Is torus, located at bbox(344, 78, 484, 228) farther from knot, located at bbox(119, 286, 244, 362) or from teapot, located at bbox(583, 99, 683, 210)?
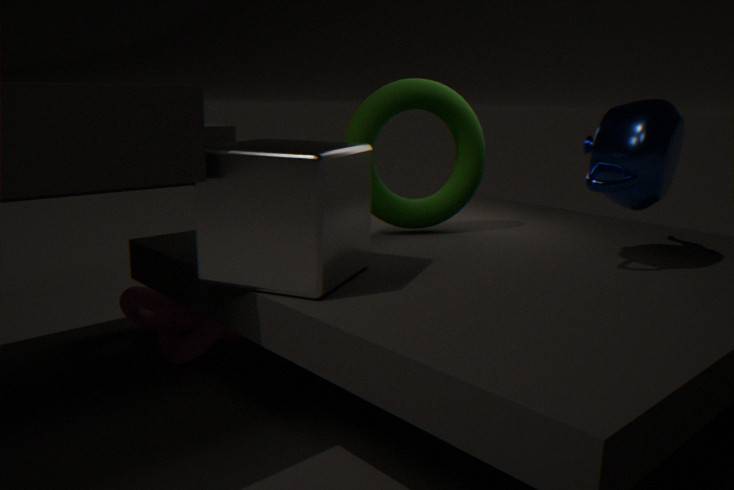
knot, located at bbox(119, 286, 244, 362)
